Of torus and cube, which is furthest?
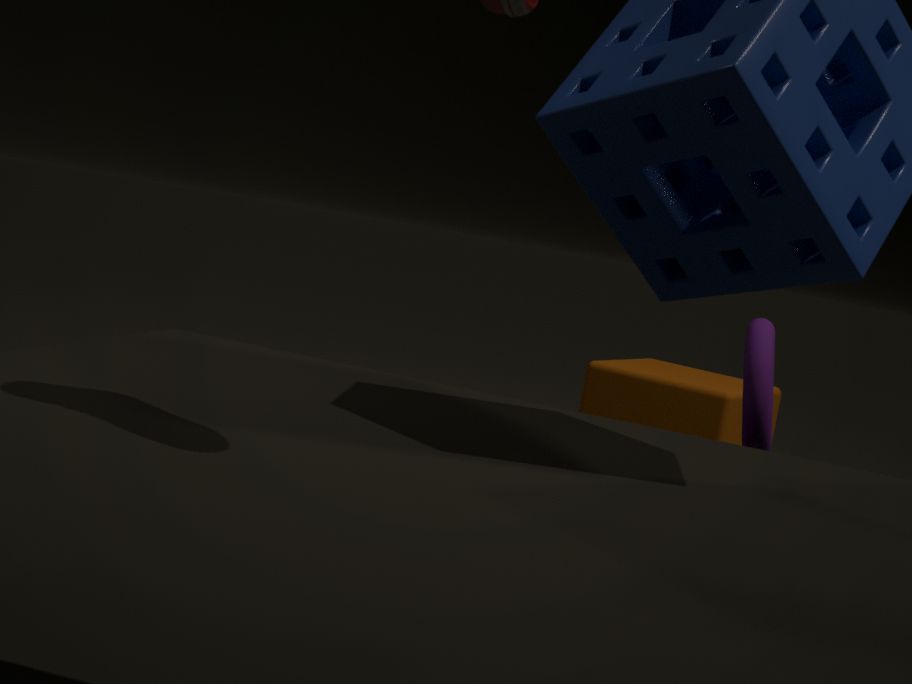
cube
